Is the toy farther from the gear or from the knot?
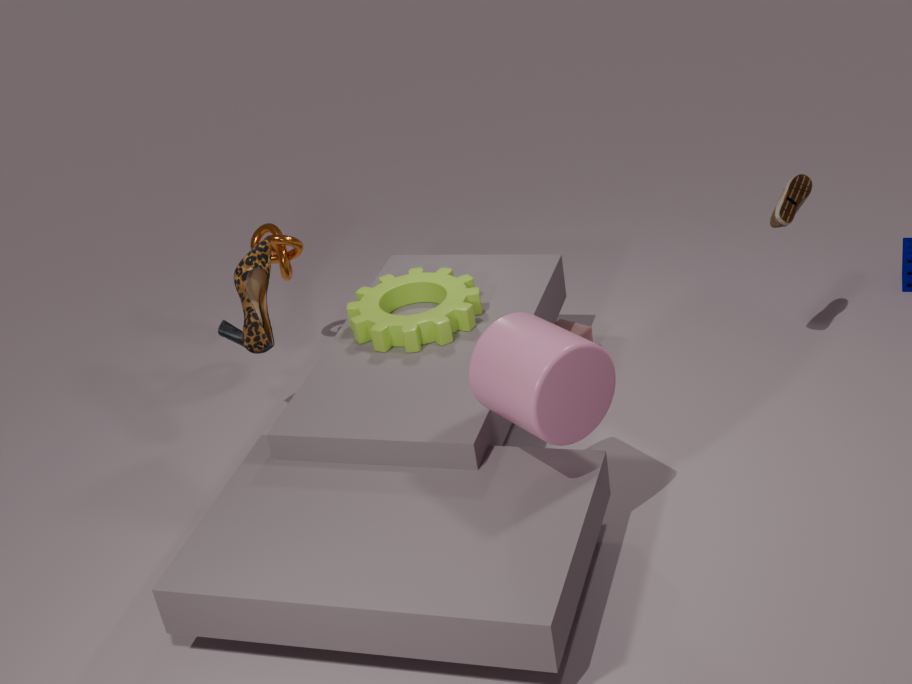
the knot
